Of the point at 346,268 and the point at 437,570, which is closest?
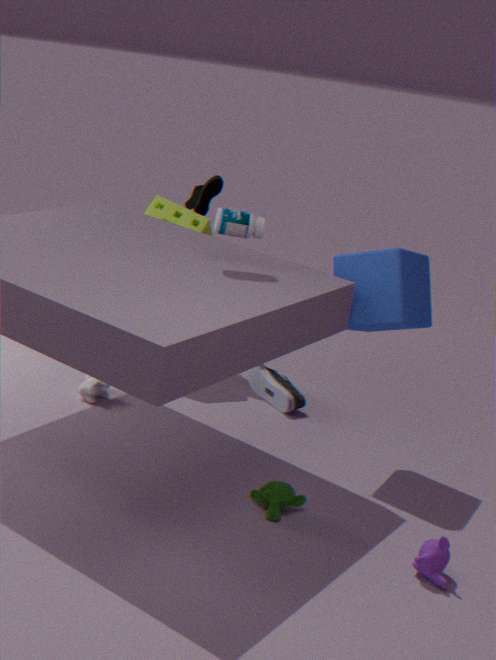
the point at 437,570
